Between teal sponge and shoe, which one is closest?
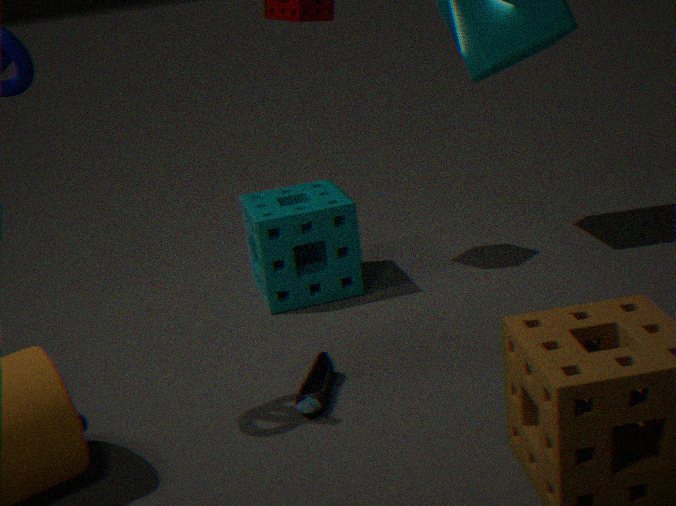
shoe
